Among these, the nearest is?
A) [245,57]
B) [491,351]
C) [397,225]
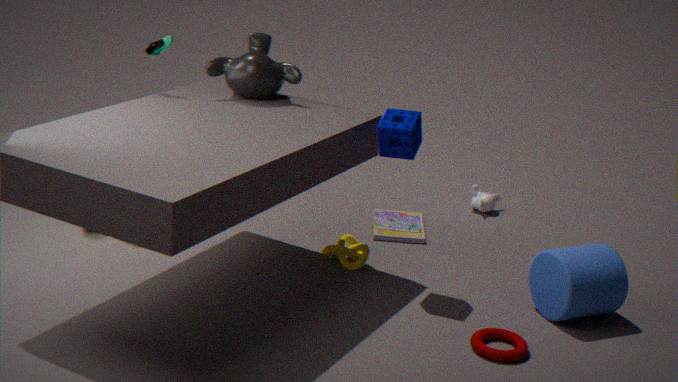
[491,351]
